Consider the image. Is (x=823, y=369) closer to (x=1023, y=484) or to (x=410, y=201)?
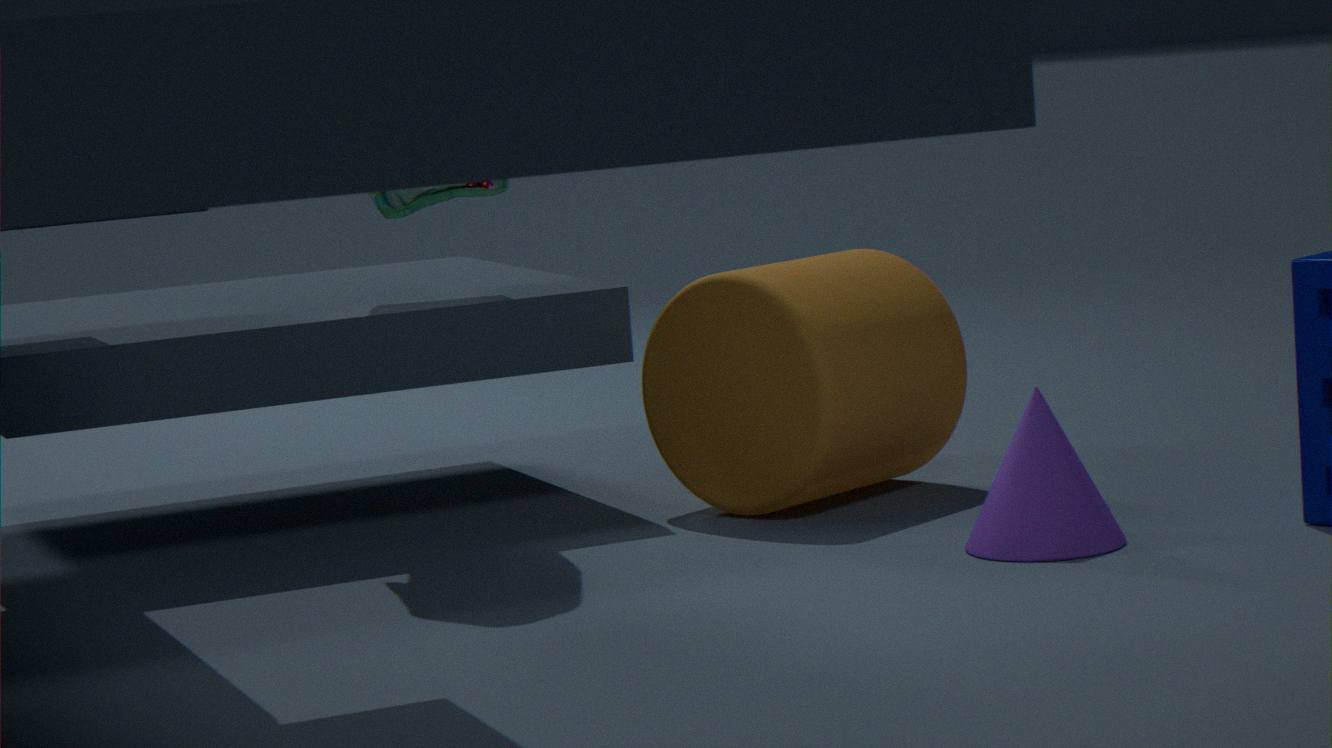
(x=1023, y=484)
